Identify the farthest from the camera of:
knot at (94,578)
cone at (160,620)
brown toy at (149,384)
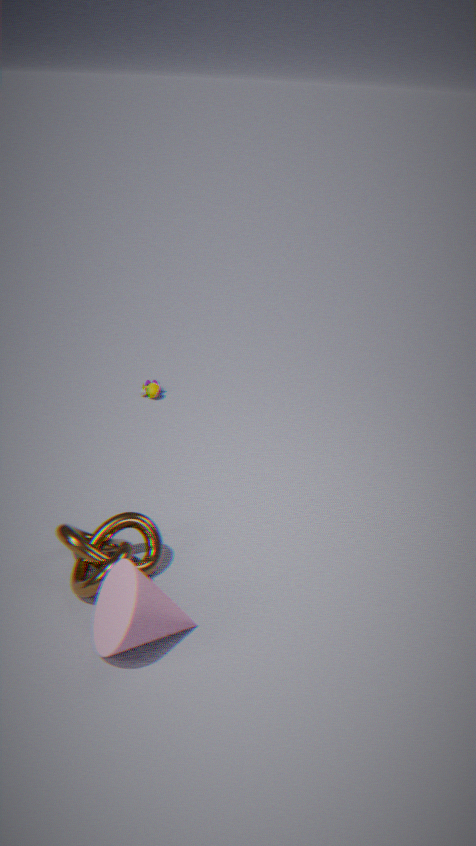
brown toy at (149,384)
